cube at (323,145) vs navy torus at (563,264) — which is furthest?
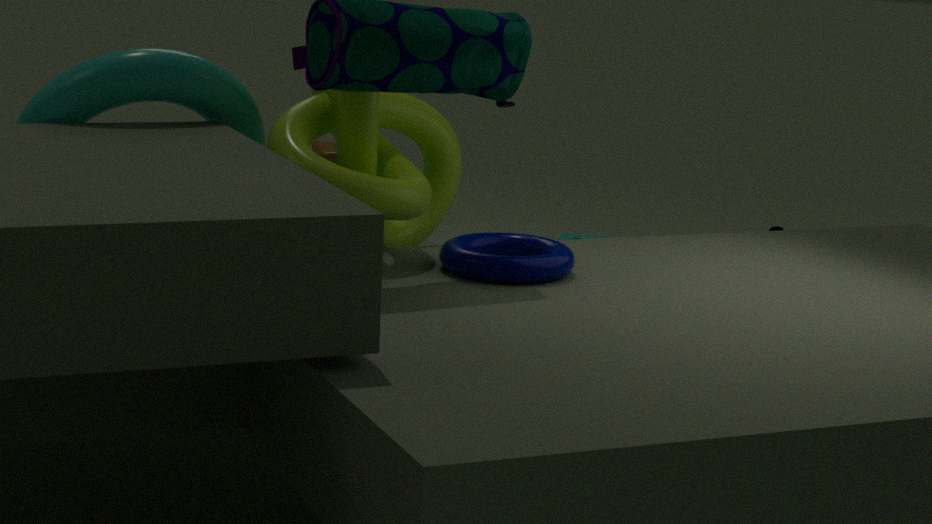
cube at (323,145)
